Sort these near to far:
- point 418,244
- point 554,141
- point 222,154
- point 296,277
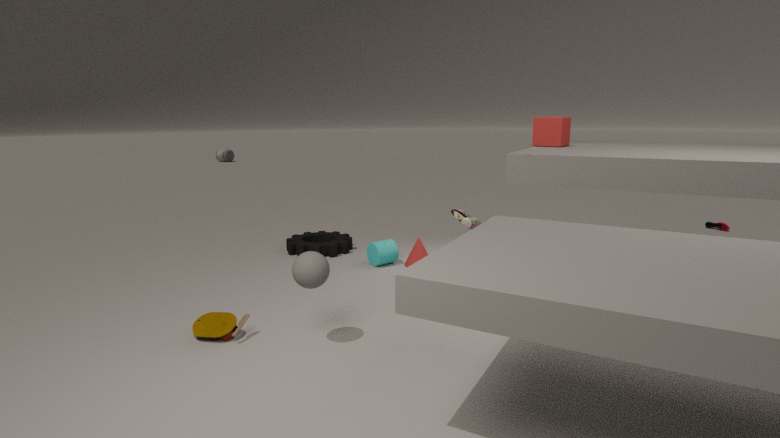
1. point 296,277
2. point 554,141
3. point 418,244
4. point 222,154
